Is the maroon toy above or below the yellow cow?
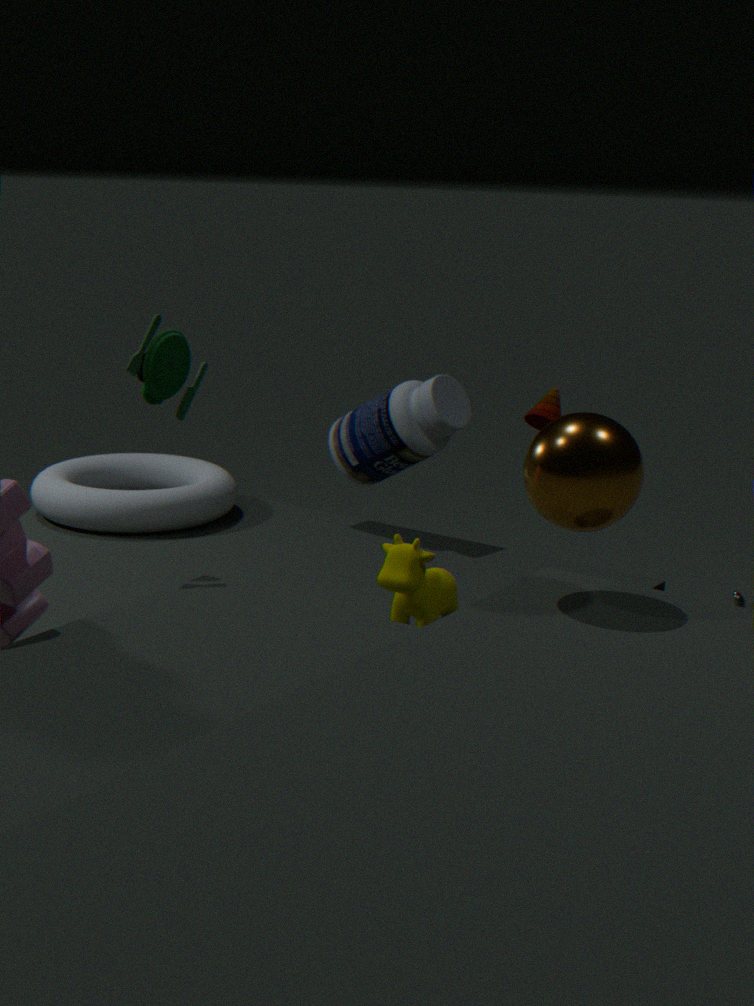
above
